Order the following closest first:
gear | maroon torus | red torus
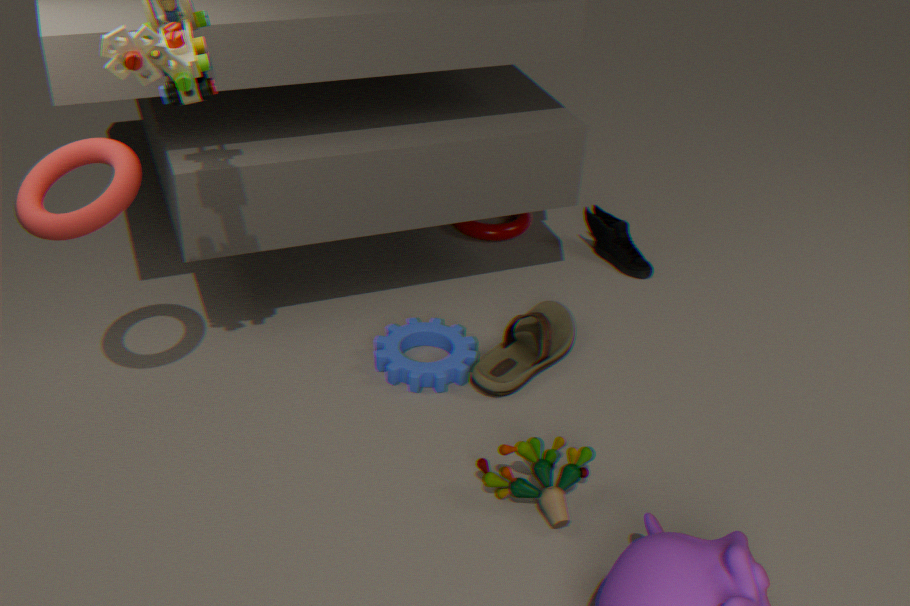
red torus → gear → maroon torus
